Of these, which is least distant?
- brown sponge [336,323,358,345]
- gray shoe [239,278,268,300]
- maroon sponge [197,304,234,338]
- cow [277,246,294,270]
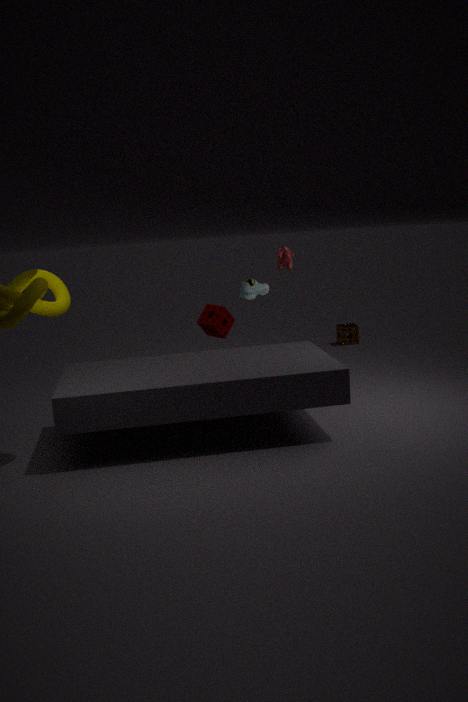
cow [277,246,294,270]
